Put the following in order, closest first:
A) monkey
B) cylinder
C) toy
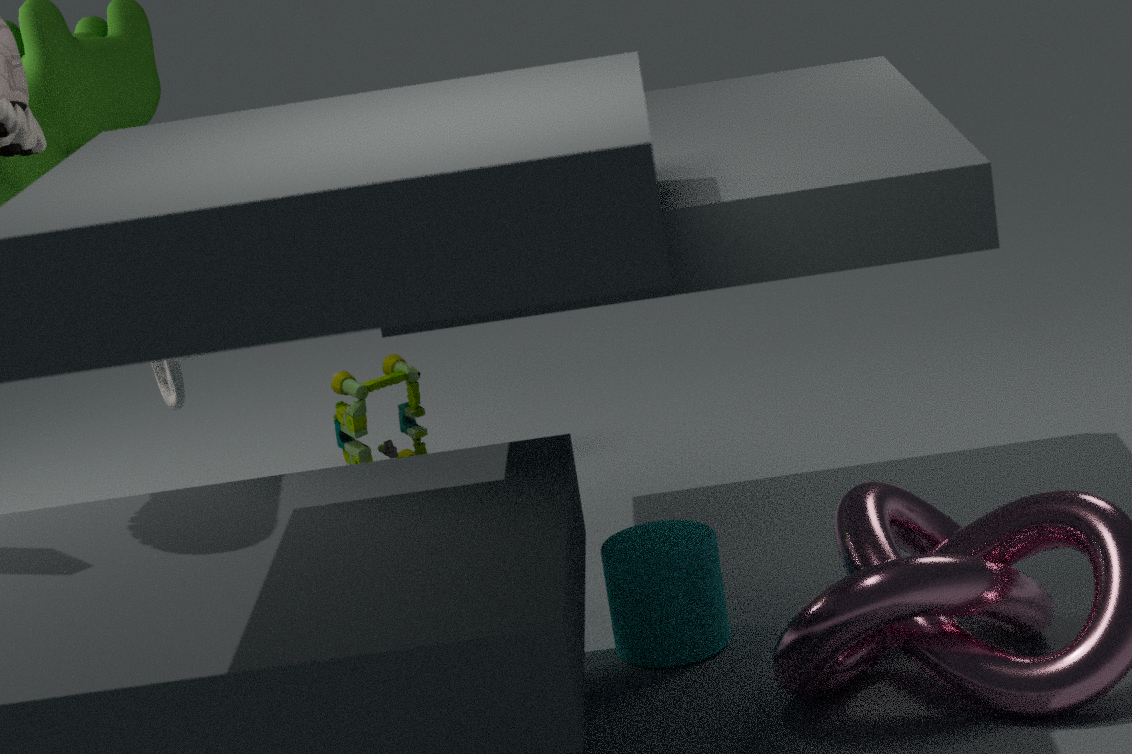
cylinder → monkey → toy
